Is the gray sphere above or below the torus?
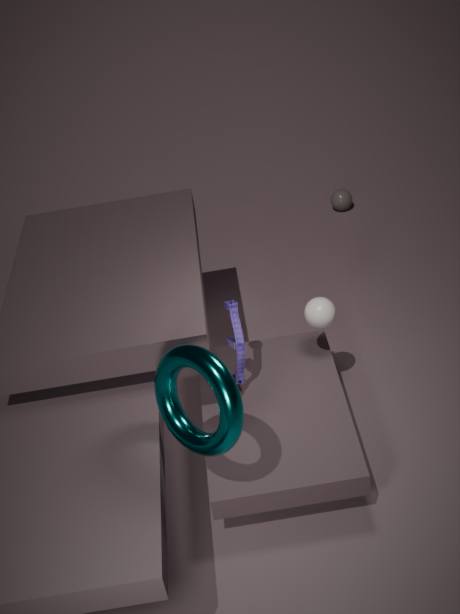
below
